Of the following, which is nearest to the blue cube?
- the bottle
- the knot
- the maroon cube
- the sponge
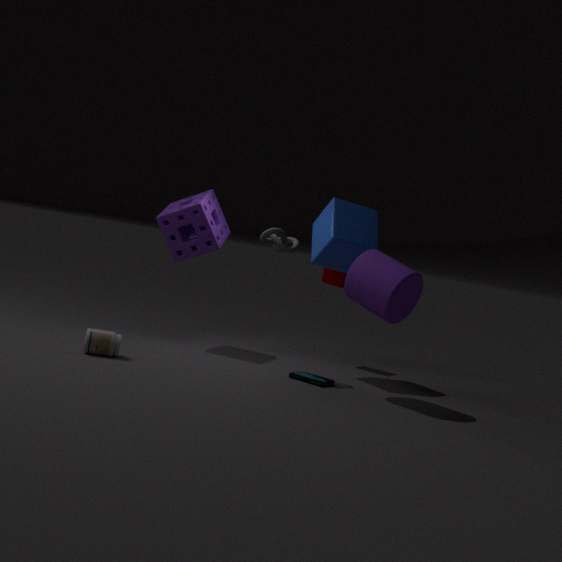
the maroon cube
